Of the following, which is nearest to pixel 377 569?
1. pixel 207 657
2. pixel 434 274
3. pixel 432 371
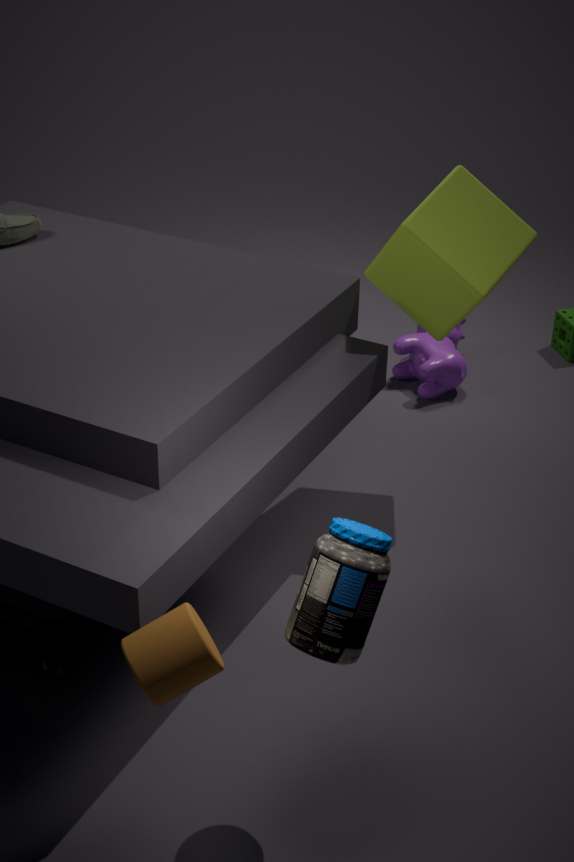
pixel 207 657
